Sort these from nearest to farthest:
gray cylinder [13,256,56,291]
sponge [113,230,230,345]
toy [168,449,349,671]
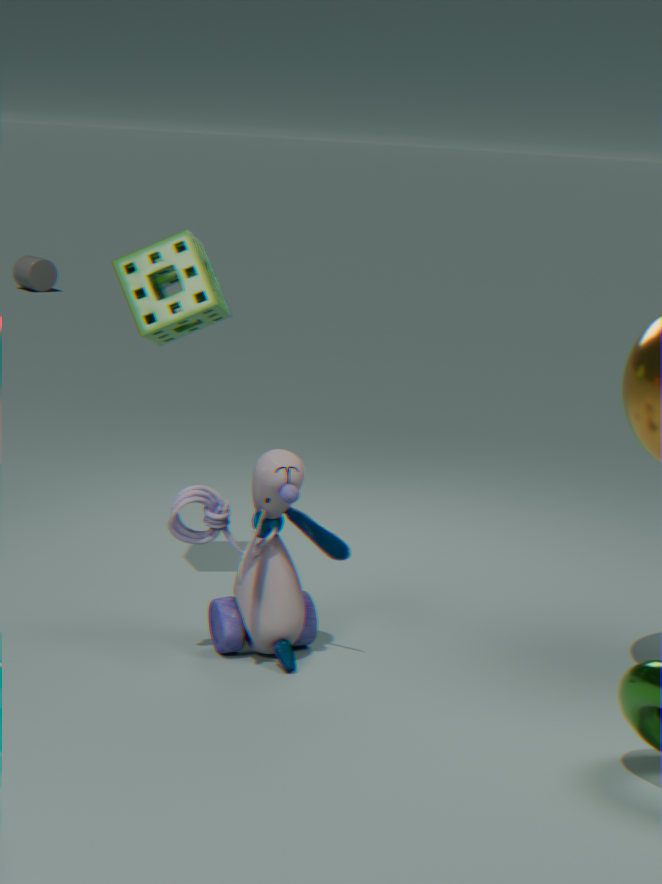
toy [168,449,349,671]
sponge [113,230,230,345]
gray cylinder [13,256,56,291]
